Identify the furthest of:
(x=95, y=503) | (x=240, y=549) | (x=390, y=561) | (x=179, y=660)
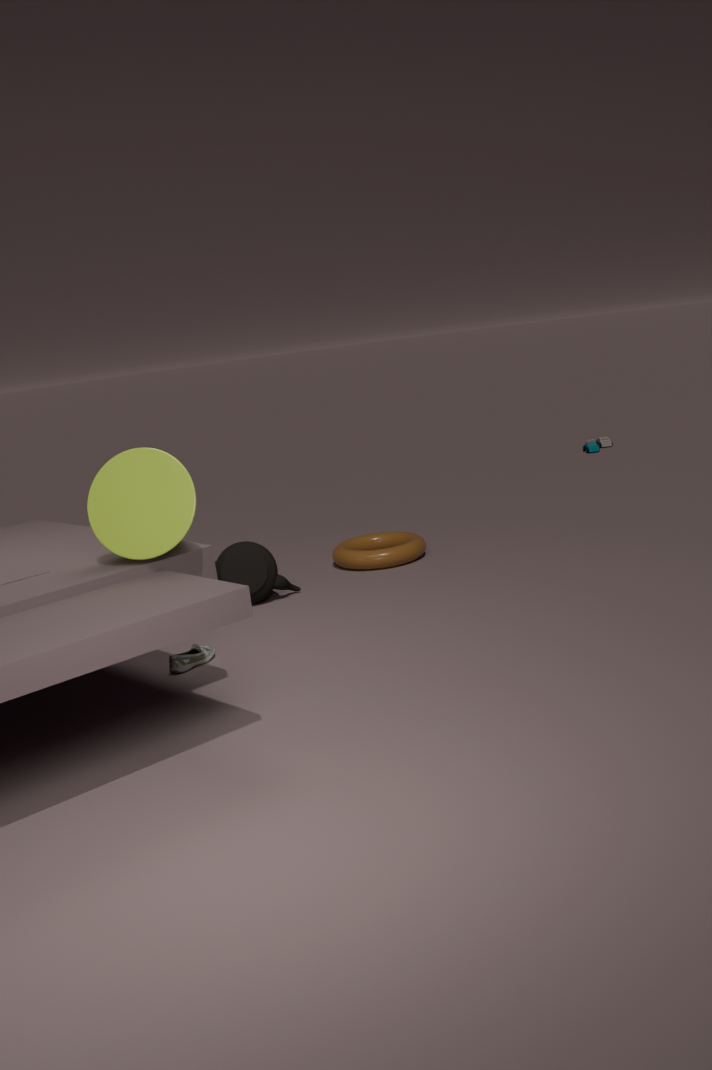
(x=390, y=561)
